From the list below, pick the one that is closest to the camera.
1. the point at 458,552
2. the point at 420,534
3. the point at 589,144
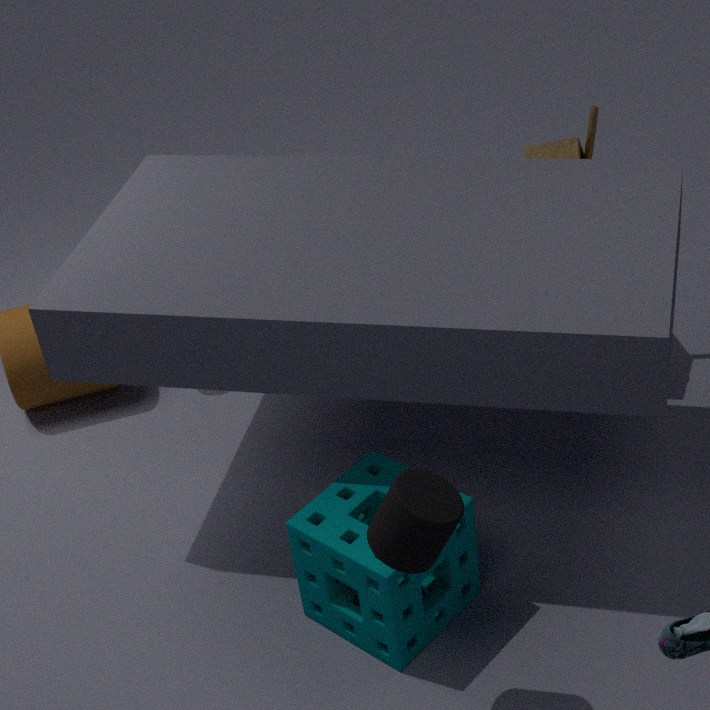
the point at 420,534
